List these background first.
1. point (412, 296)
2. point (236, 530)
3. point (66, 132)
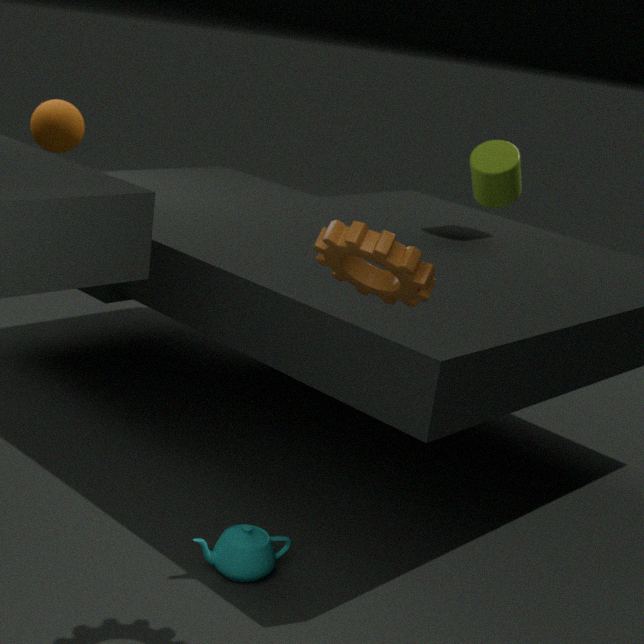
point (66, 132) → point (236, 530) → point (412, 296)
